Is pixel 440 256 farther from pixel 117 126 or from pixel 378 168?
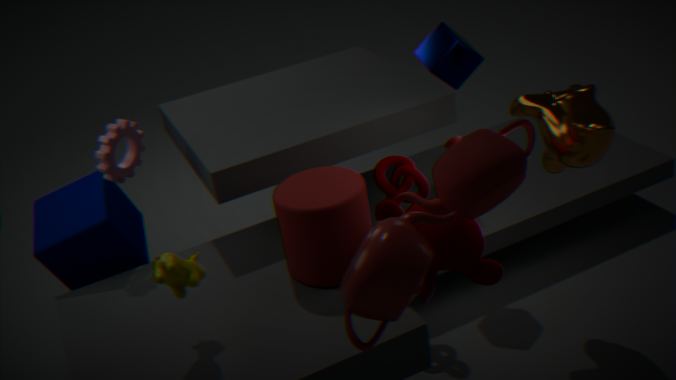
pixel 117 126
